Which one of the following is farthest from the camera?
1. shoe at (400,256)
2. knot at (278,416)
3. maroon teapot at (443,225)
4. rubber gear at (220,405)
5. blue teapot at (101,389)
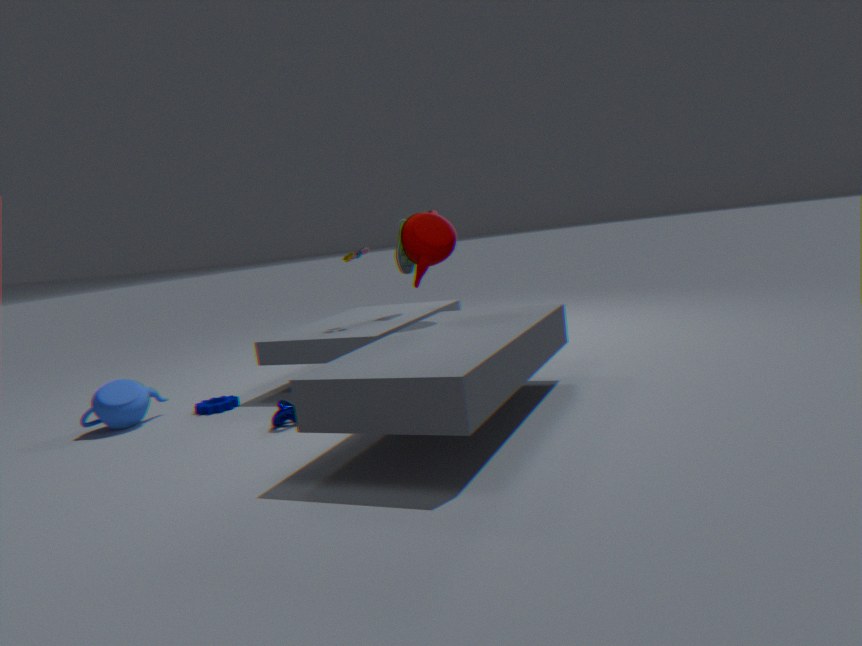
shoe at (400,256)
